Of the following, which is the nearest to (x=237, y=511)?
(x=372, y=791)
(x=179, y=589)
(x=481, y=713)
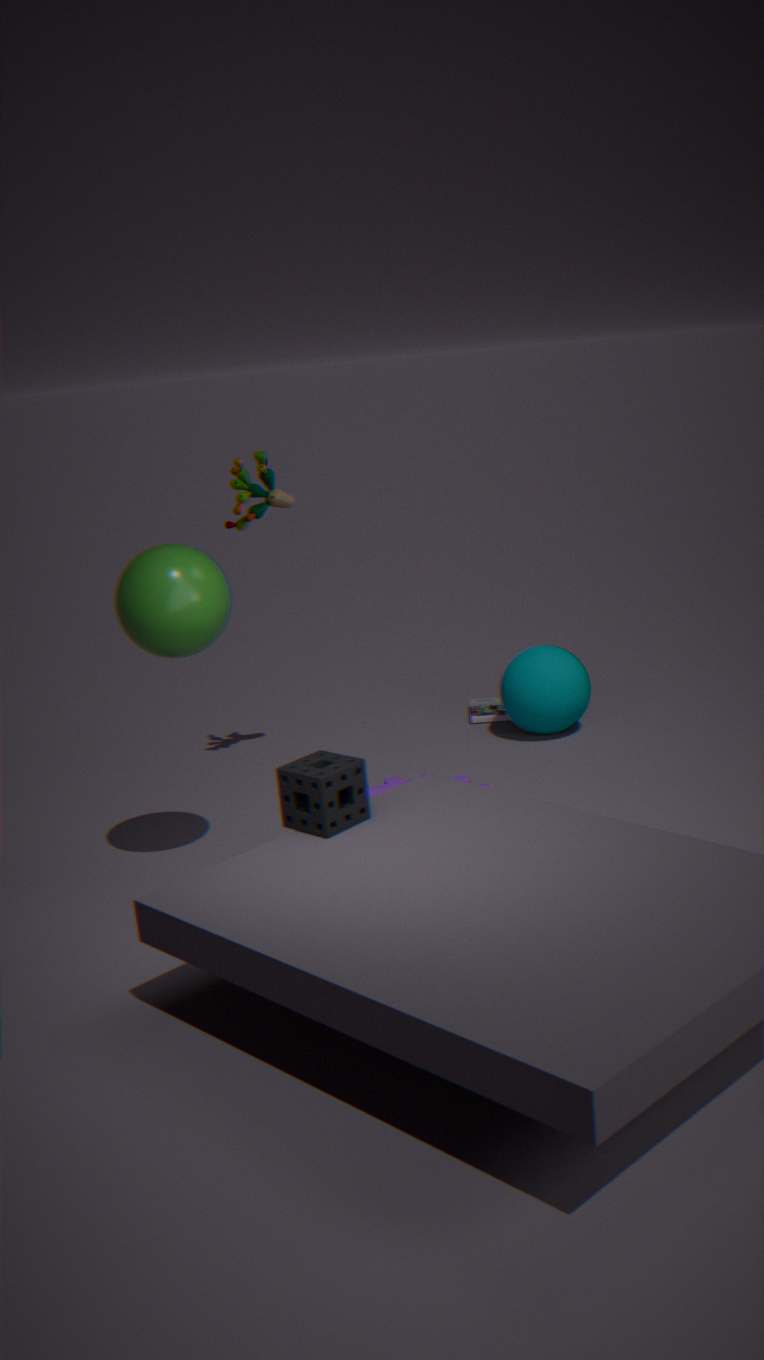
(x=179, y=589)
